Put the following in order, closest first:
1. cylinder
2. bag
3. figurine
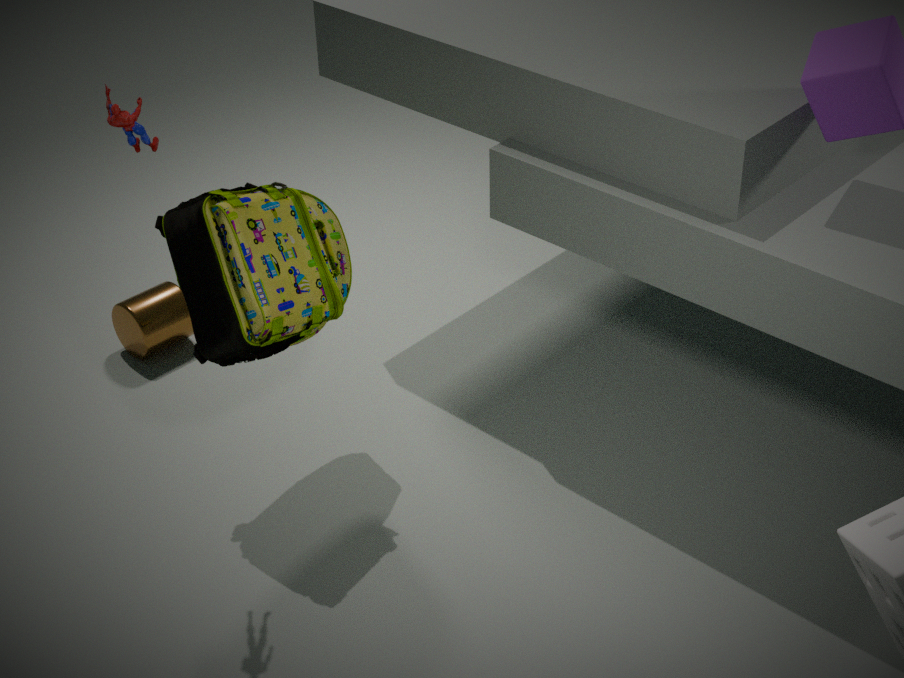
figurine → bag → cylinder
